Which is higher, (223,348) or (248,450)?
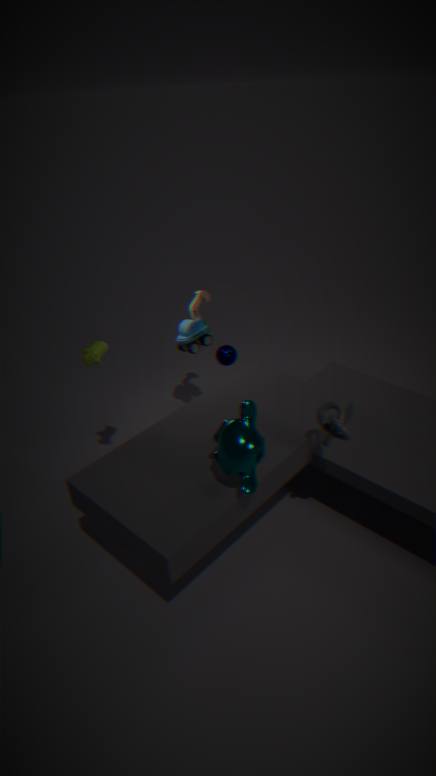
(248,450)
